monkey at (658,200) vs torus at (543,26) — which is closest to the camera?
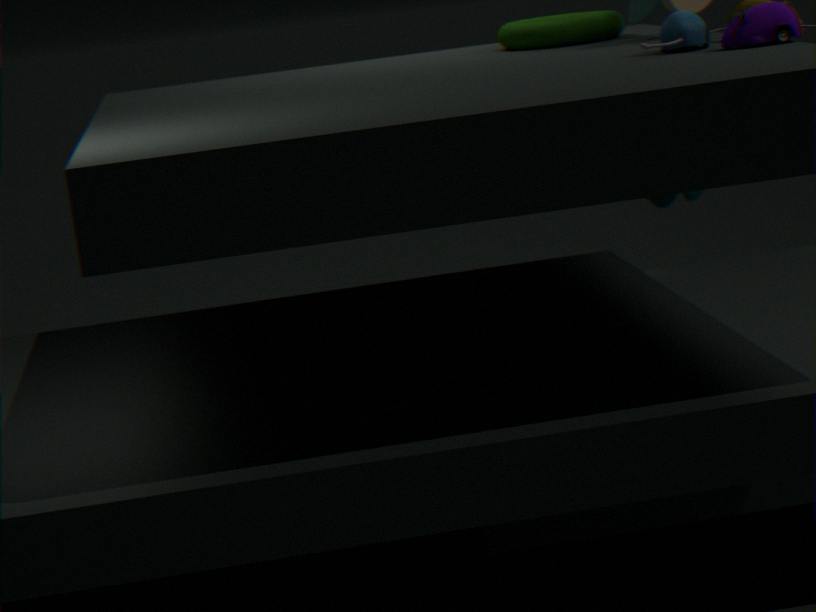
torus at (543,26)
